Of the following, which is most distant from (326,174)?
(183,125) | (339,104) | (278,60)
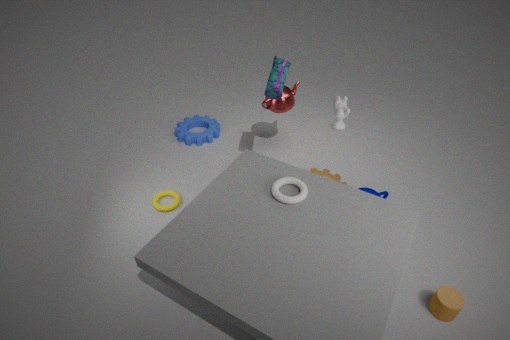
(183,125)
